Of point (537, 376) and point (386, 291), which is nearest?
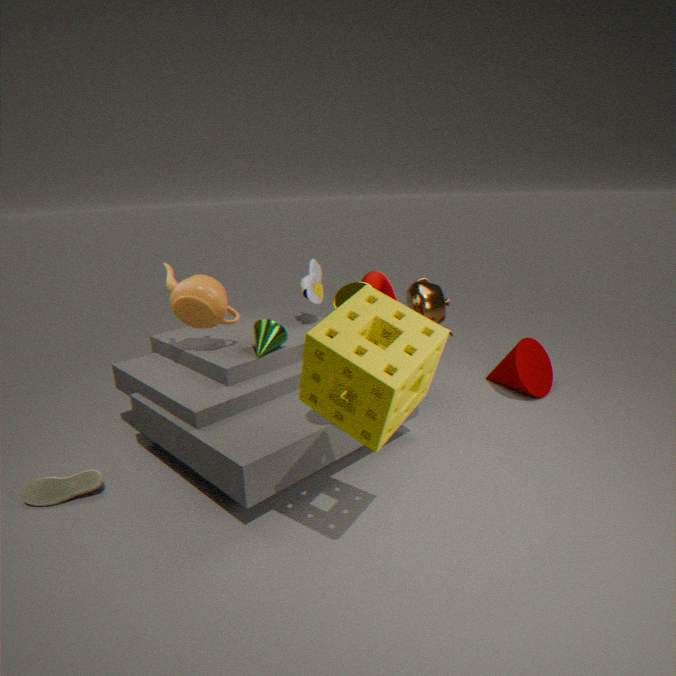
point (386, 291)
